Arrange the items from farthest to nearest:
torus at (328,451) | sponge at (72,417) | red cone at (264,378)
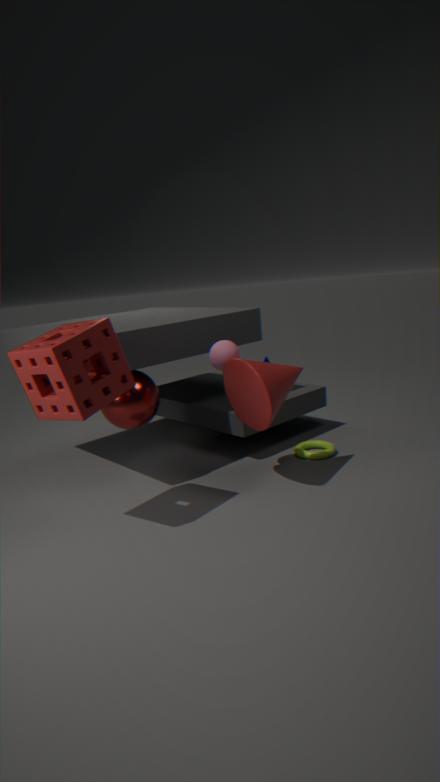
torus at (328,451), red cone at (264,378), sponge at (72,417)
